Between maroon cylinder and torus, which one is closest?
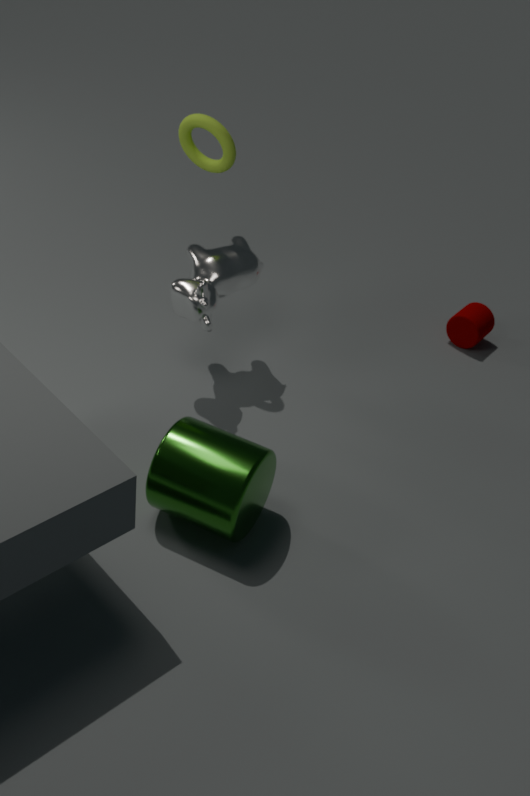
torus
